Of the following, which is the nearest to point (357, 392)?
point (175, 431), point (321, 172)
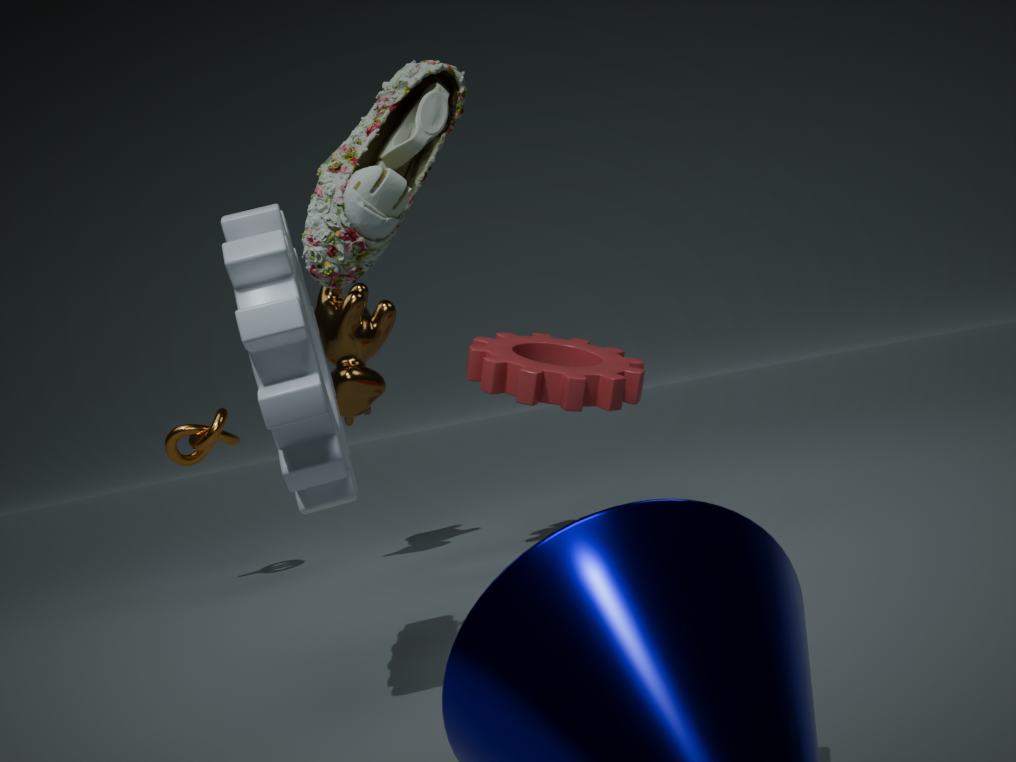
point (175, 431)
